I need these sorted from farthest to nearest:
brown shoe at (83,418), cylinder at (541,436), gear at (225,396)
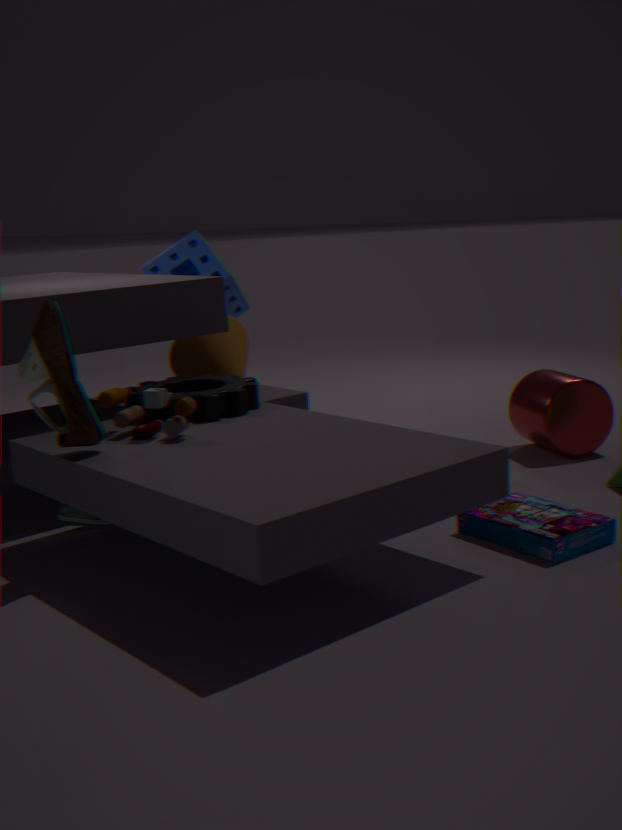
1. cylinder at (541,436)
2. gear at (225,396)
3. brown shoe at (83,418)
